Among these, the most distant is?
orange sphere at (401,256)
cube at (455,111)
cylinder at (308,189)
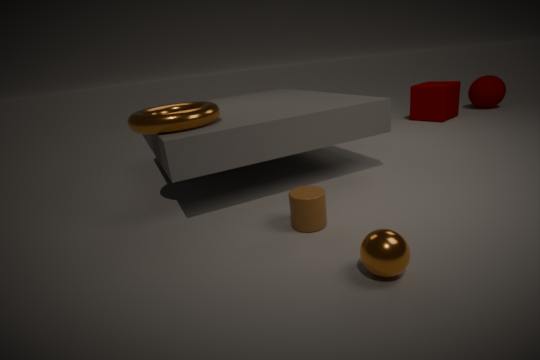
cube at (455,111)
